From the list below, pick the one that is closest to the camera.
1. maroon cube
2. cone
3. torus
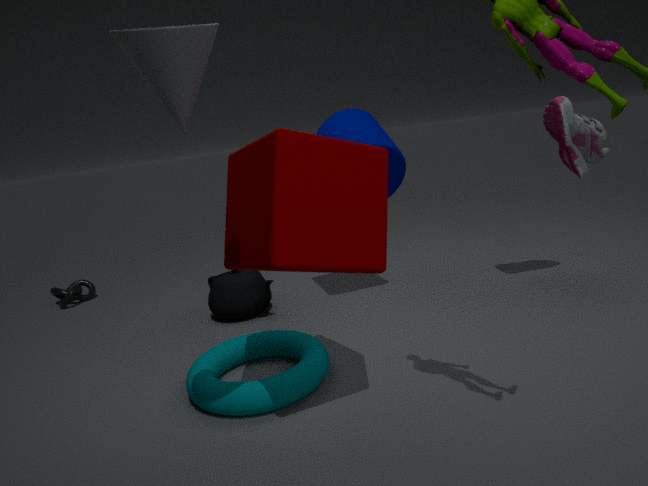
cone
